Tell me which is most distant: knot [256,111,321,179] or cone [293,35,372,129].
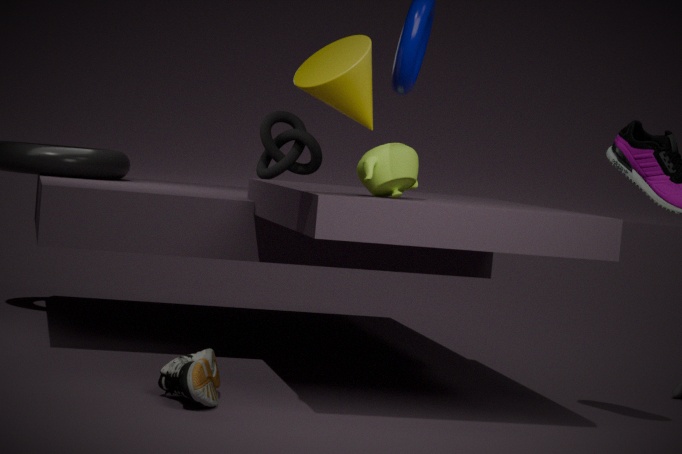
Answer: knot [256,111,321,179]
